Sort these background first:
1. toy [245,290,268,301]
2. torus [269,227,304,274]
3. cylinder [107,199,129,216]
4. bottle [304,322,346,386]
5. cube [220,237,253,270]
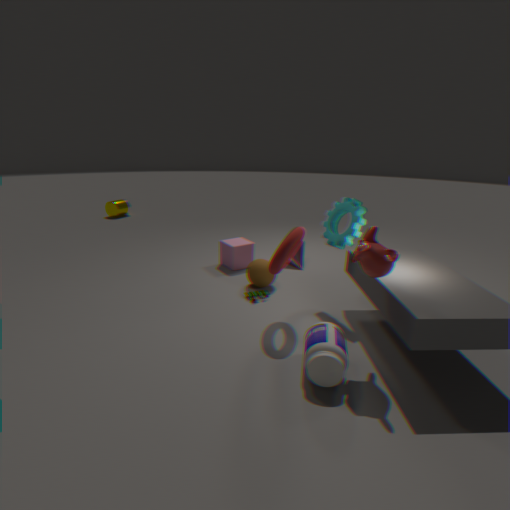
cylinder [107,199,129,216] → cube [220,237,253,270] → toy [245,290,268,301] → torus [269,227,304,274] → bottle [304,322,346,386]
